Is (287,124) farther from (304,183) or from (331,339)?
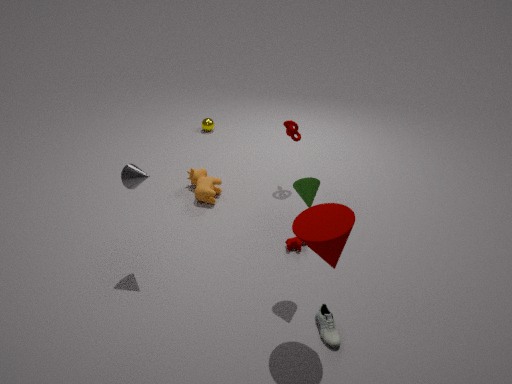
(331,339)
